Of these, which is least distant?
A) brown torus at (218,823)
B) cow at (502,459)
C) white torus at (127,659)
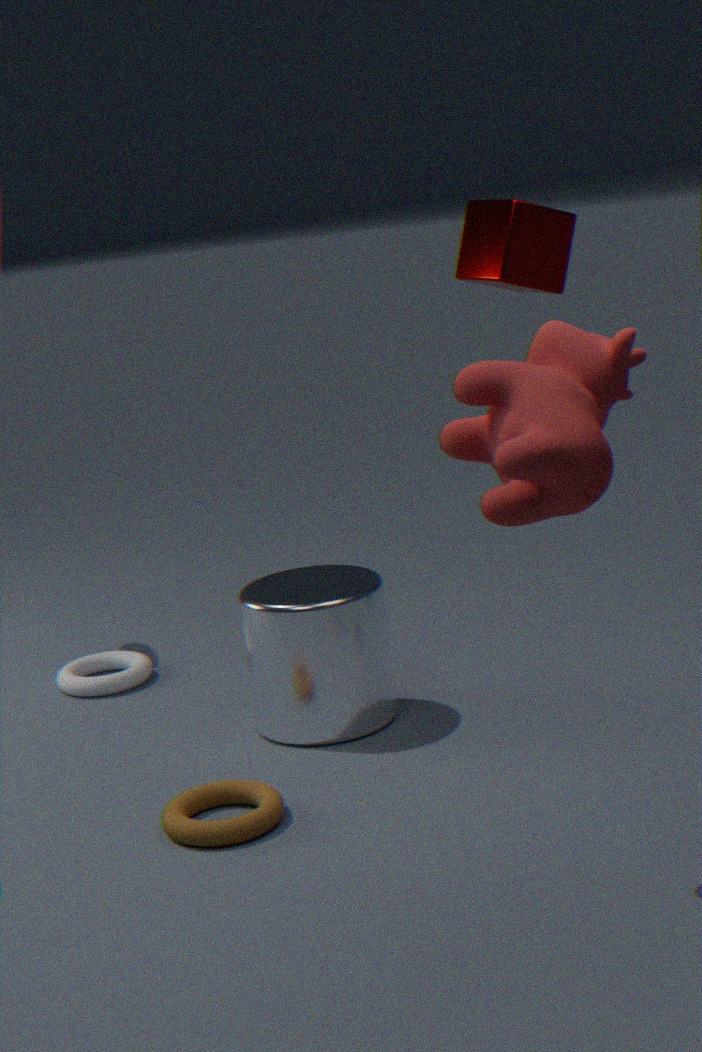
cow at (502,459)
